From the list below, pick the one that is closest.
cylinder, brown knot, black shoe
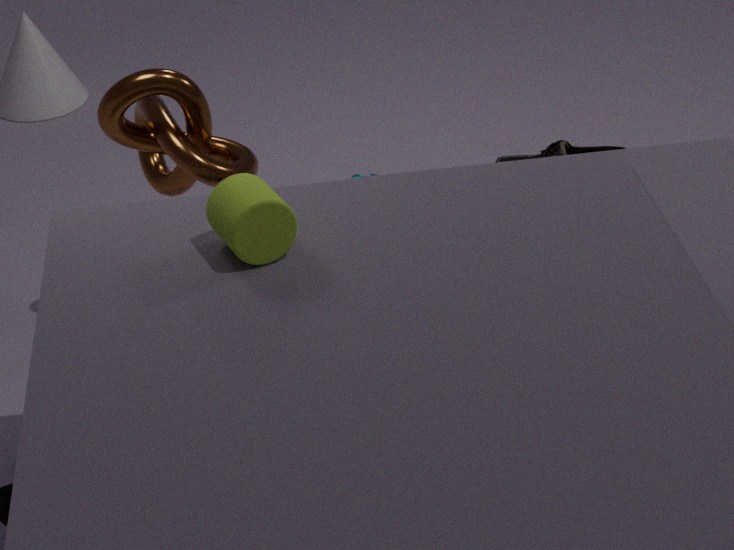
cylinder
